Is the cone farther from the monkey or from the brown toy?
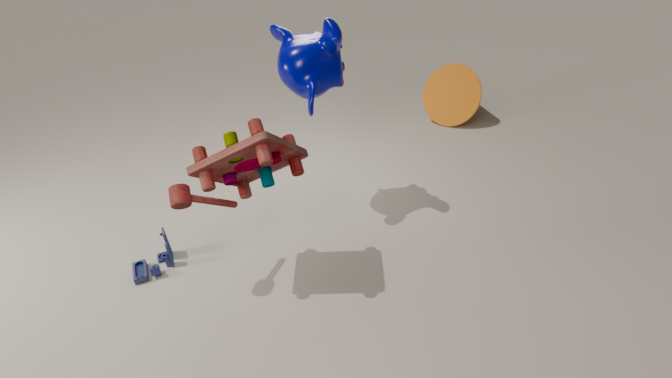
the brown toy
